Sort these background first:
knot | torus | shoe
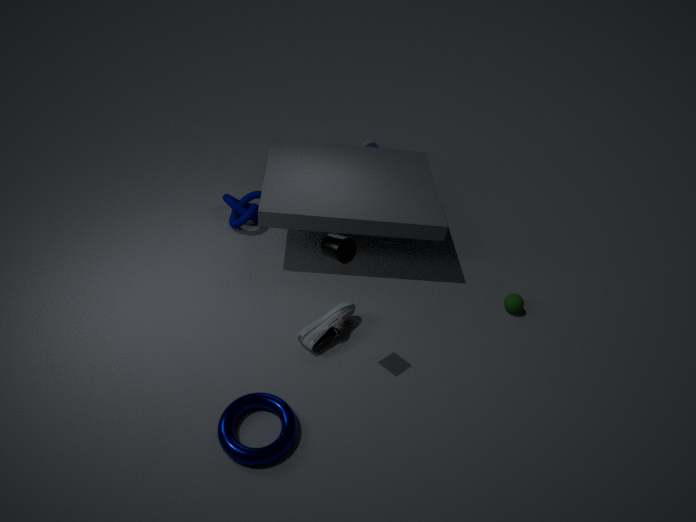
1. knot
2. shoe
3. torus
